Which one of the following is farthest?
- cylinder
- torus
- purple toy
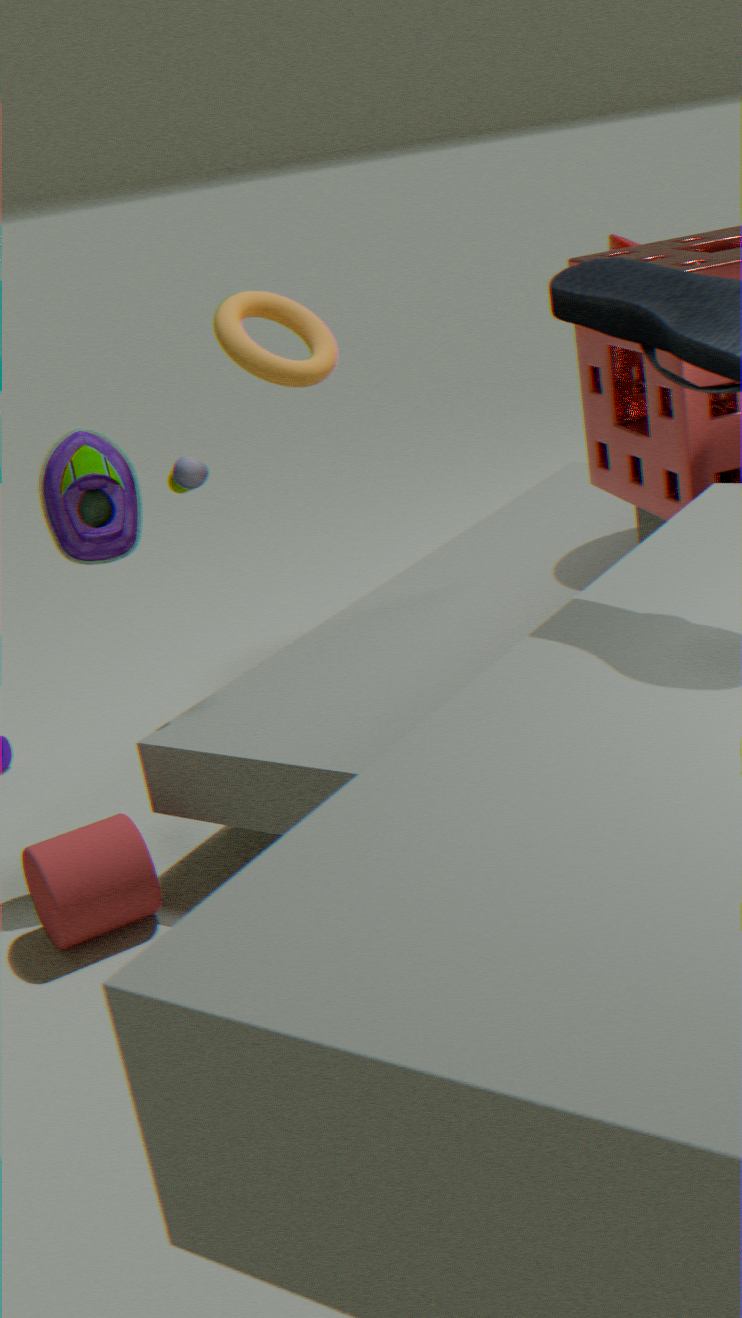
torus
